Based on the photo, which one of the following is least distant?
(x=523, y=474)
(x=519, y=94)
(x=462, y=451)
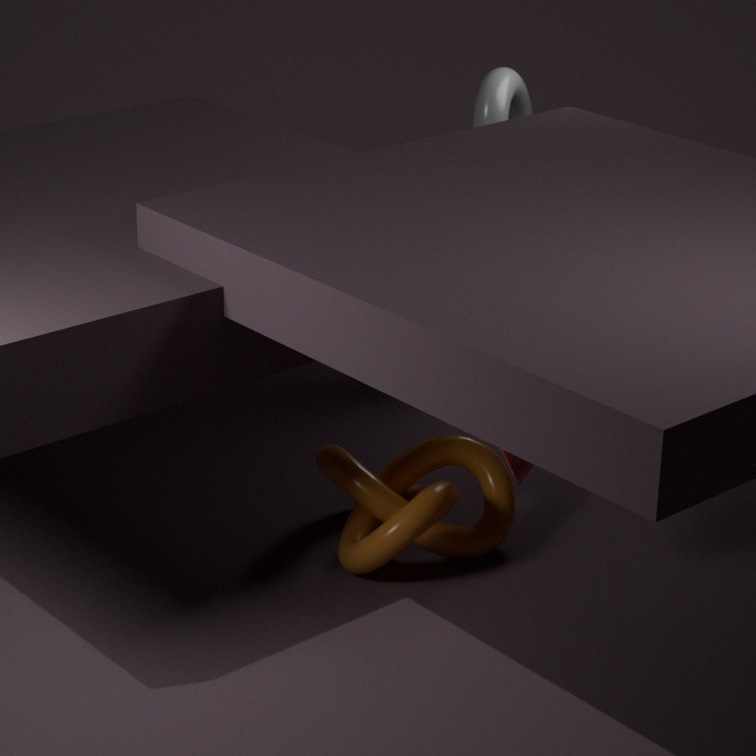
(x=523, y=474)
